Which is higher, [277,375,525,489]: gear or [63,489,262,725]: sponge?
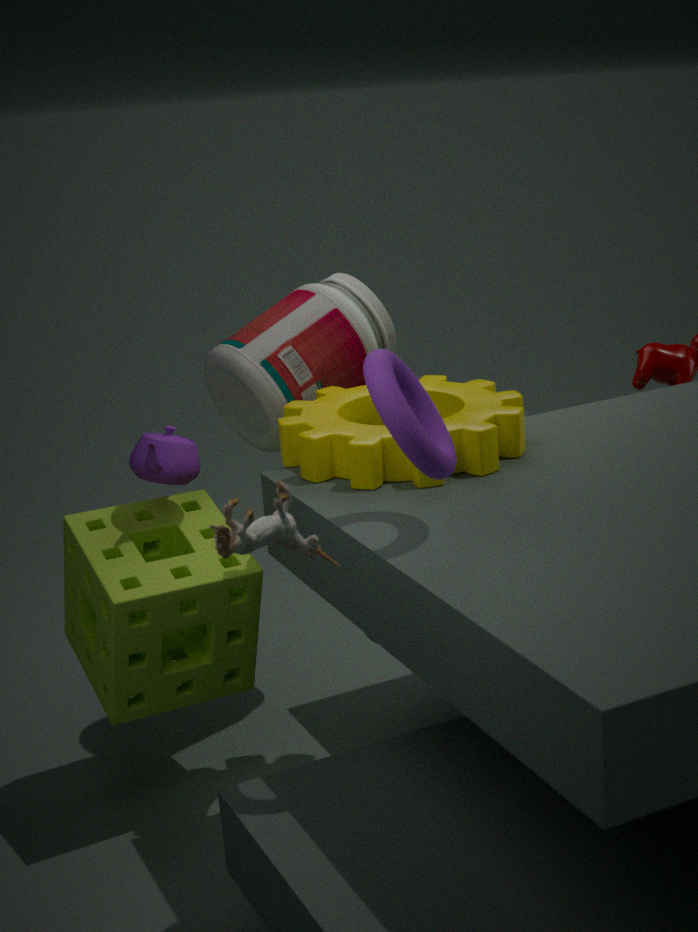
[277,375,525,489]: gear
